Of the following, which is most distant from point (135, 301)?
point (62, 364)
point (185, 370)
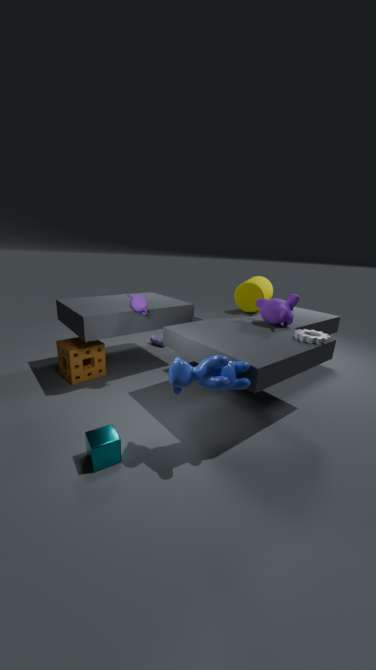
point (185, 370)
